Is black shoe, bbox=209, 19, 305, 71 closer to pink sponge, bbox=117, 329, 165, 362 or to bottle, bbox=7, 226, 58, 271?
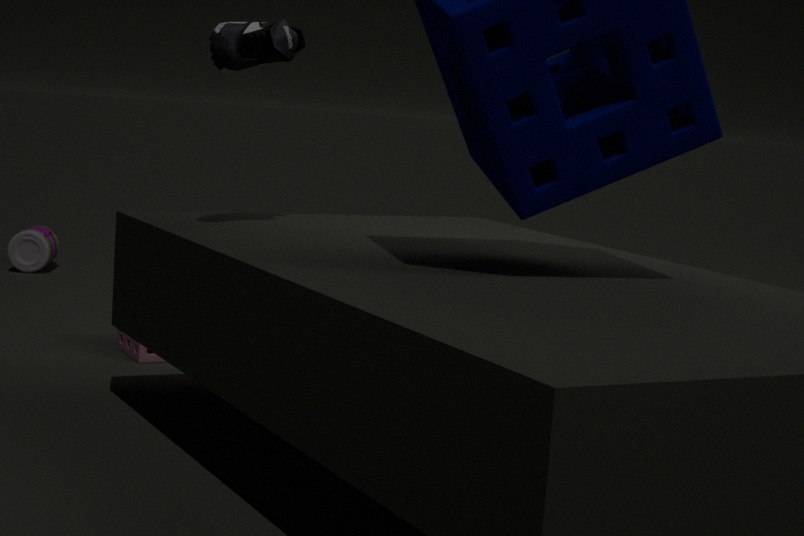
pink sponge, bbox=117, 329, 165, 362
